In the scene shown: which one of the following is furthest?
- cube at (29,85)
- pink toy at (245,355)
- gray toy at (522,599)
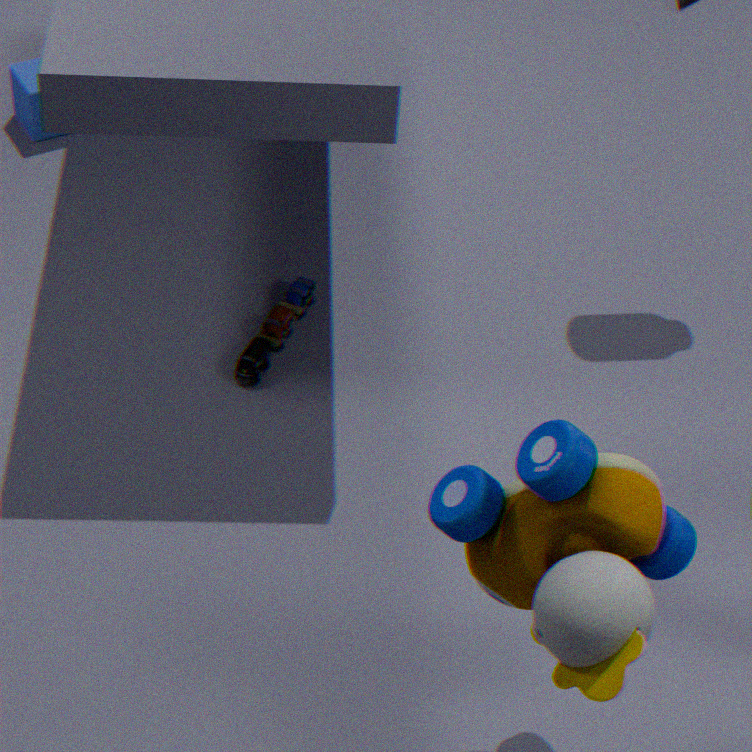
cube at (29,85)
